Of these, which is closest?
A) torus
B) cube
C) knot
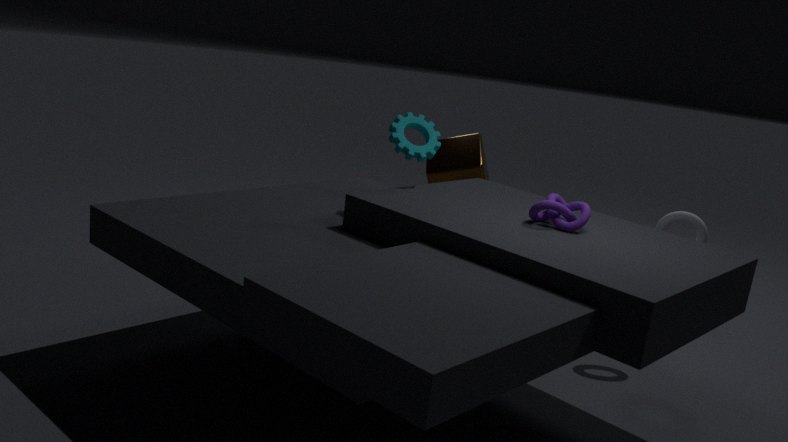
knot
